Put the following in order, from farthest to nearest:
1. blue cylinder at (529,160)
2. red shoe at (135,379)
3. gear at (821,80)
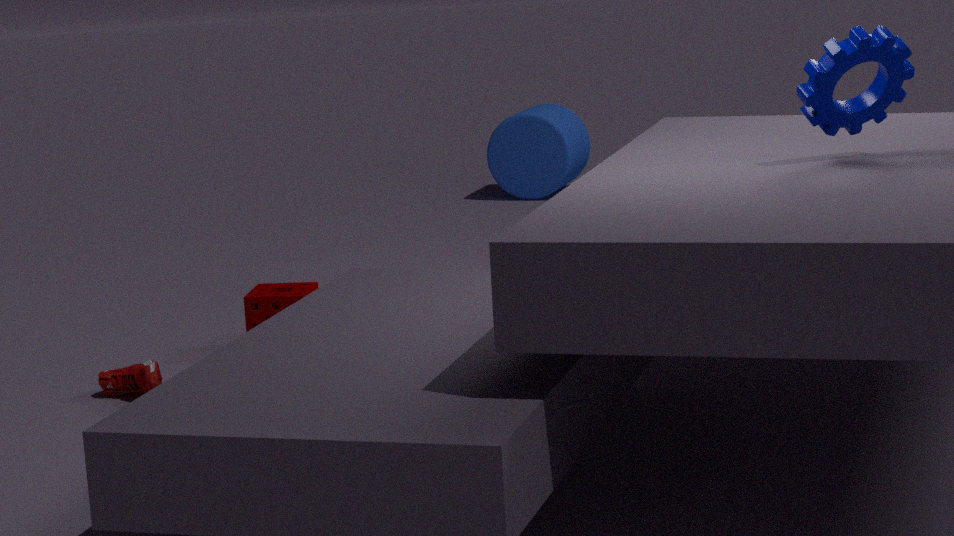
blue cylinder at (529,160) < red shoe at (135,379) < gear at (821,80)
